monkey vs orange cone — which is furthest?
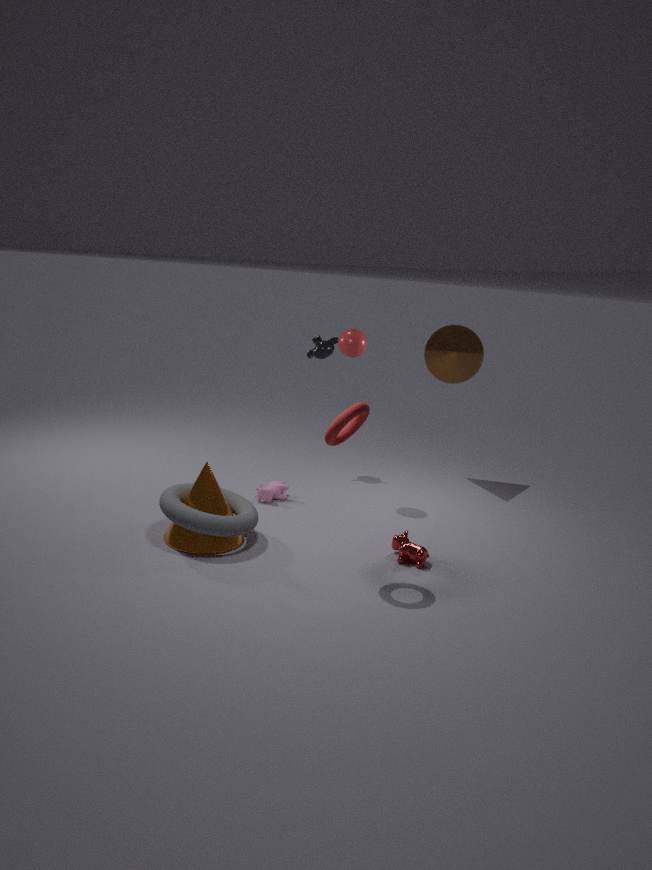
monkey
